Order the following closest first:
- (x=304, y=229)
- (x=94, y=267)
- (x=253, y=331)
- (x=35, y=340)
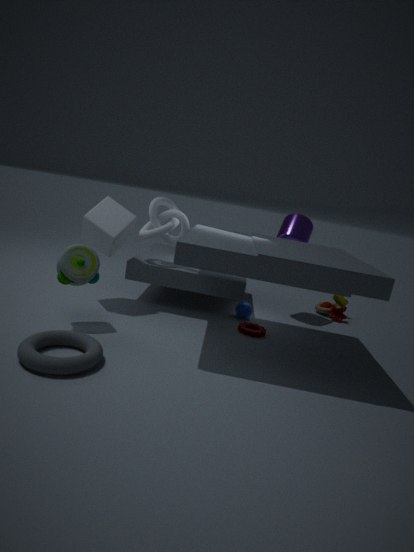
1. (x=35, y=340)
2. (x=94, y=267)
3. (x=253, y=331)
4. (x=304, y=229)
